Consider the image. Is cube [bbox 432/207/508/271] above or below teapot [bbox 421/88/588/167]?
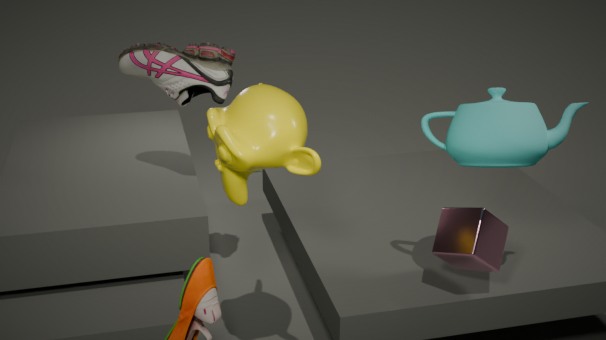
below
